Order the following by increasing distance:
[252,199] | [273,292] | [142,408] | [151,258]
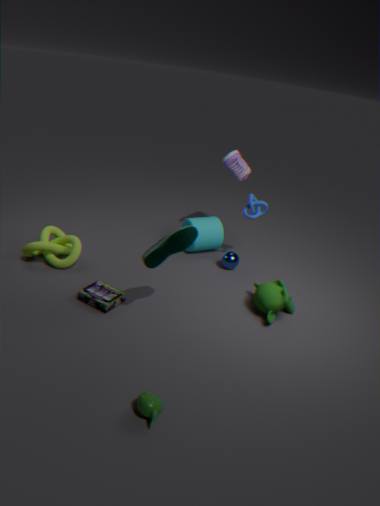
[142,408], [151,258], [273,292], [252,199]
